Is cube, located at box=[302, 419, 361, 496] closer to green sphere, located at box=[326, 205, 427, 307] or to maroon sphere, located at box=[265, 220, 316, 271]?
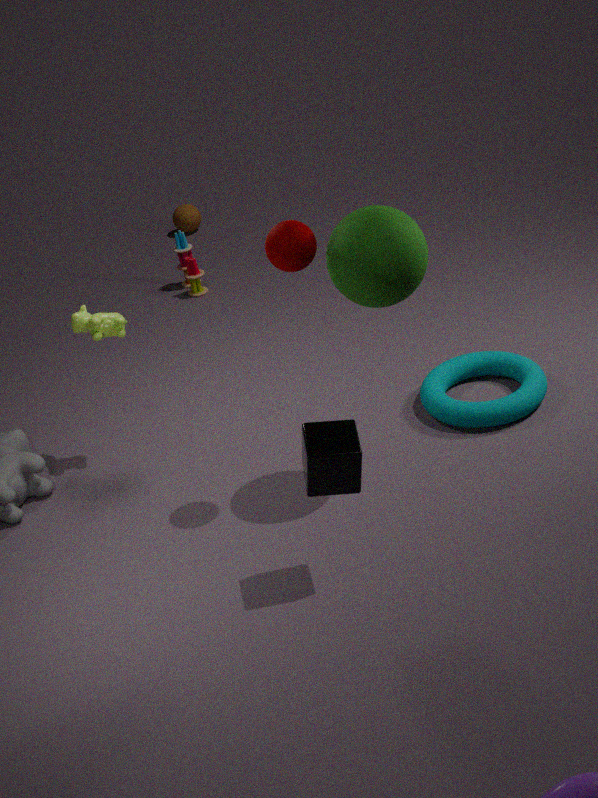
green sphere, located at box=[326, 205, 427, 307]
